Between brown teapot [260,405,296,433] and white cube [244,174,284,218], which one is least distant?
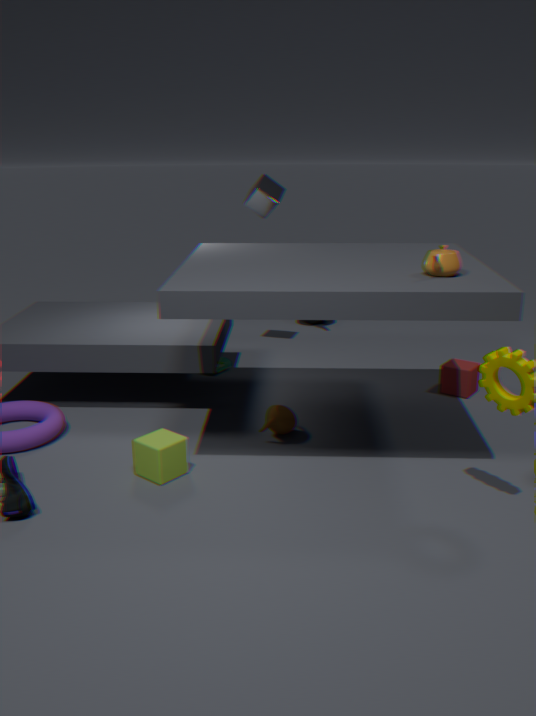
brown teapot [260,405,296,433]
